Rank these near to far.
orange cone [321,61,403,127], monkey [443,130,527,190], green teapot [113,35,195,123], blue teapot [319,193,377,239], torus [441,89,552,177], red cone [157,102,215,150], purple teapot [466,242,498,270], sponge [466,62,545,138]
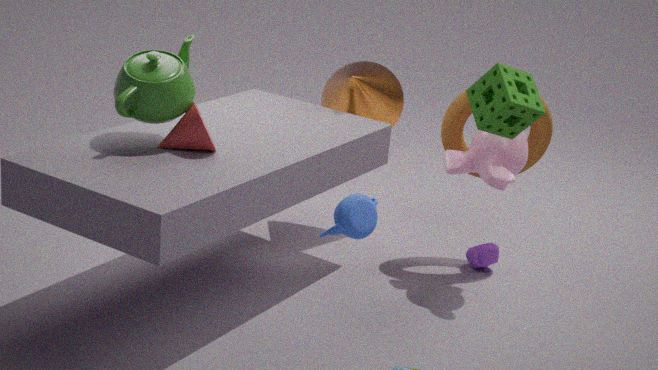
sponge [466,62,545,138] < blue teapot [319,193,377,239] < green teapot [113,35,195,123] < red cone [157,102,215,150] < monkey [443,130,527,190] < torus [441,89,552,177] < purple teapot [466,242,498,270] < orange cone [321,61,403,127]
